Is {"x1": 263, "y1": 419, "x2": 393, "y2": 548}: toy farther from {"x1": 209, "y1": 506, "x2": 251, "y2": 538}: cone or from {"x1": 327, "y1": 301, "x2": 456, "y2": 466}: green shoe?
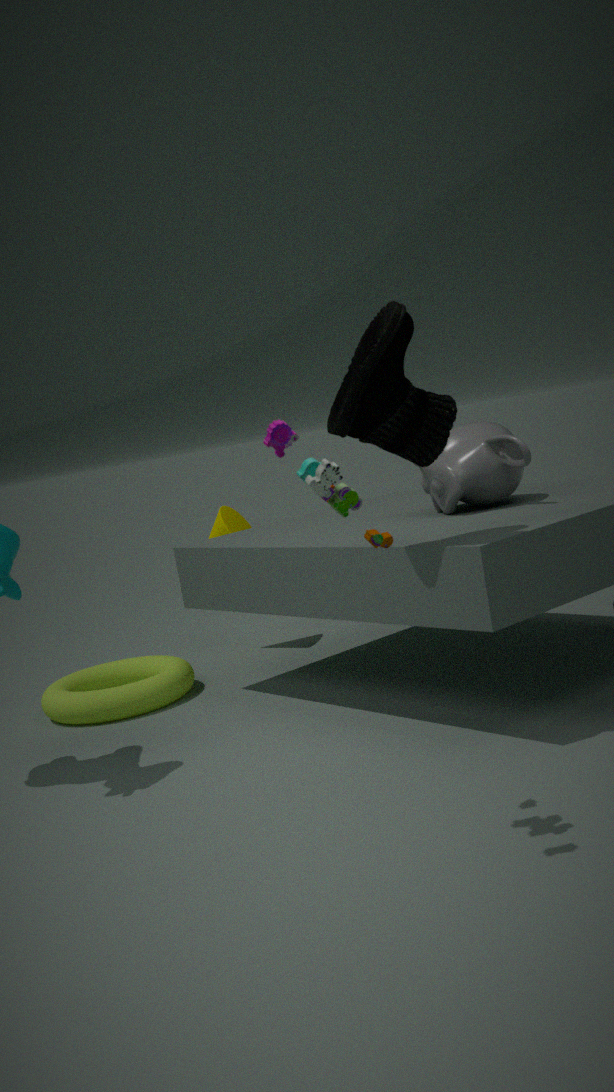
{"x1": 209, "y1": 506, "x2": 251, "y2": 538}: cone
